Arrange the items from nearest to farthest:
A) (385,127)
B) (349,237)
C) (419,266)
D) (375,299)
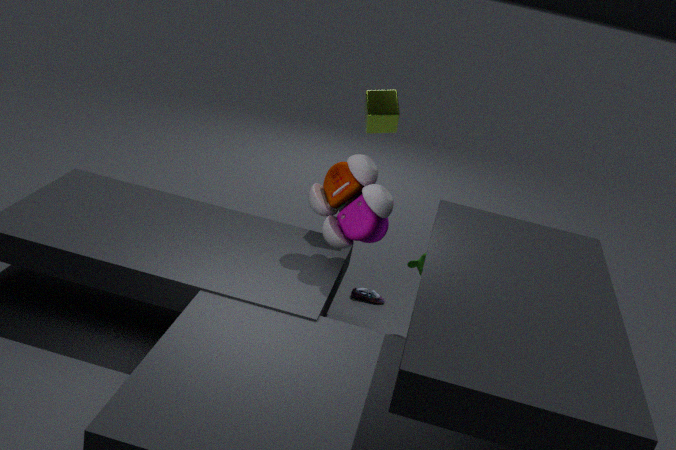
(349,237) < (419,266) < (385,127) < (375,299)
